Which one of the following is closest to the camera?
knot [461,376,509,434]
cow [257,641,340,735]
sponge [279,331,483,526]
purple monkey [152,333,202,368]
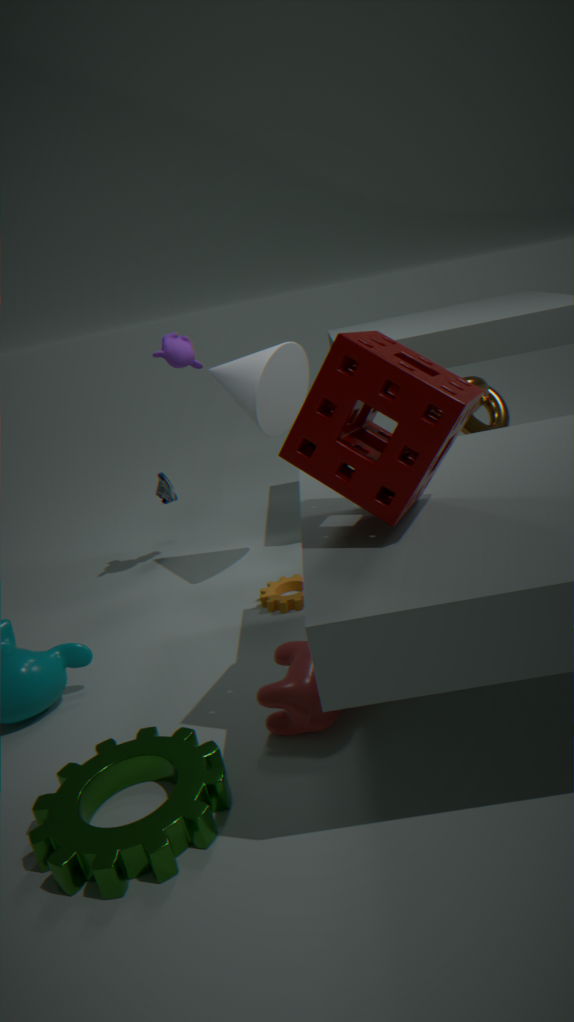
sponge [279,331,483,526]
